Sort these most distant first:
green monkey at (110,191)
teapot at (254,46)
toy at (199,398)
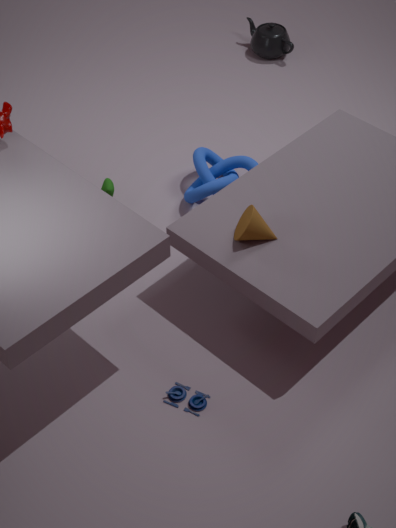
teapot at (254,46)
green monkey at (110,191)
toy at (199,398)
